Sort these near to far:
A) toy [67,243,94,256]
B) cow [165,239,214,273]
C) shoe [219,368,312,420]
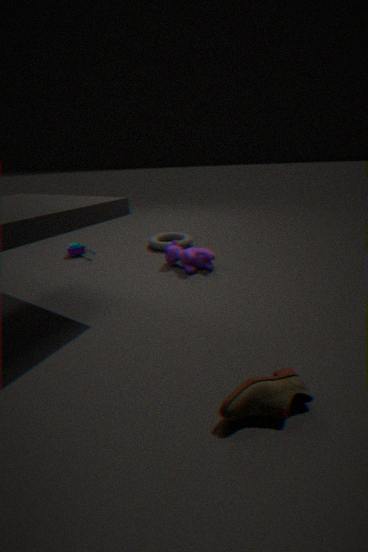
1. shoe [219,368,312,420]
2. cow [165,239,214,273]
3. toy [67,243,94,256]
